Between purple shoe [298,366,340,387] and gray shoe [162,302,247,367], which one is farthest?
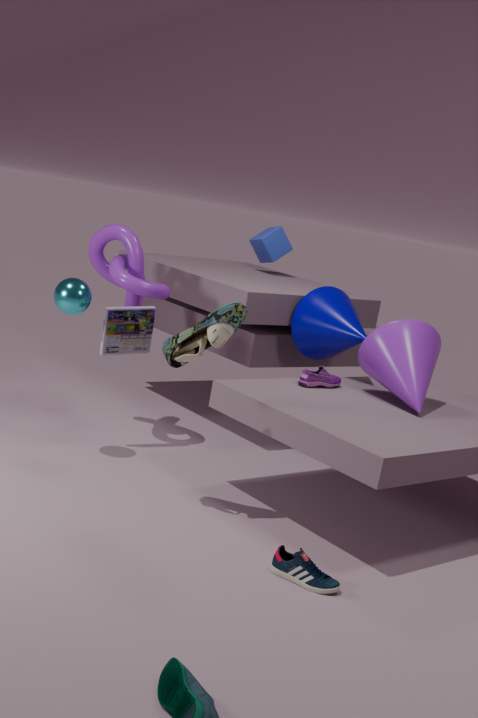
purple shoe [298,366,340,387]
